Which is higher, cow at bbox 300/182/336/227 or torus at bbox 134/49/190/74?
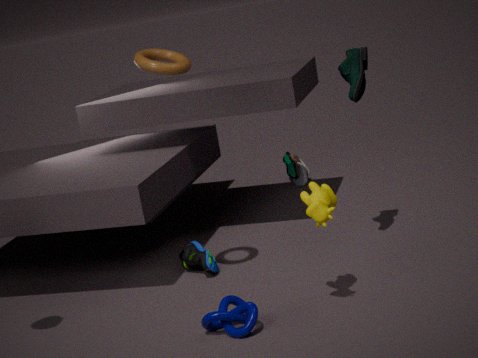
torus at bbox 134/49/190/74
